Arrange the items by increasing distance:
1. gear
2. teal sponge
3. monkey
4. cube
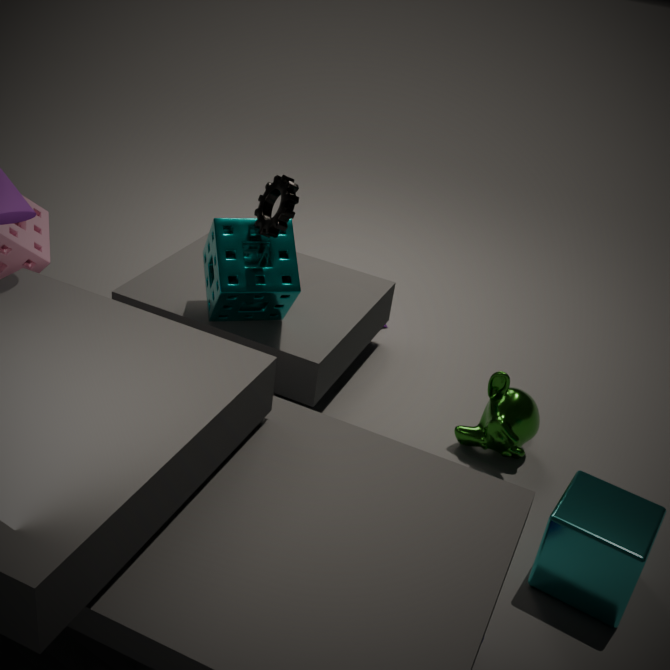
cube < gear < teal sponge < monkey
